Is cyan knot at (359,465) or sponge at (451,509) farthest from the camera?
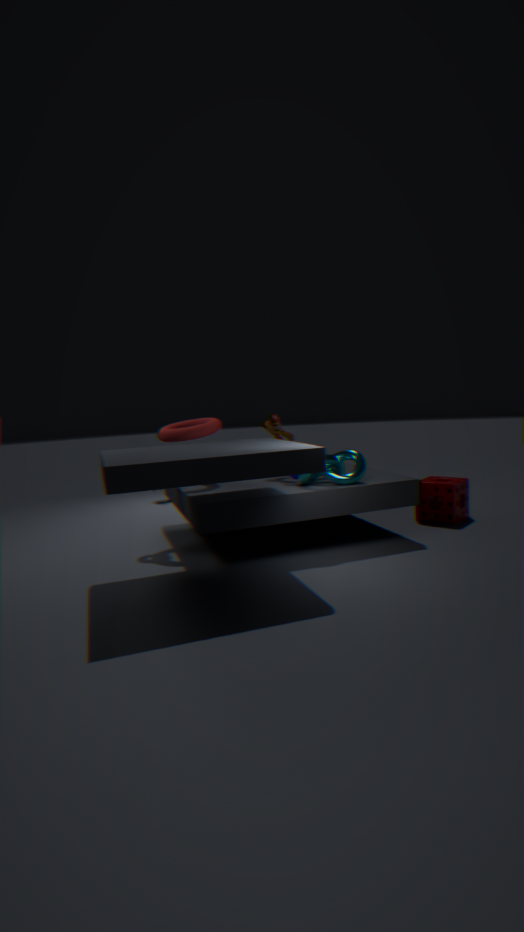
sponge at (451,509)
